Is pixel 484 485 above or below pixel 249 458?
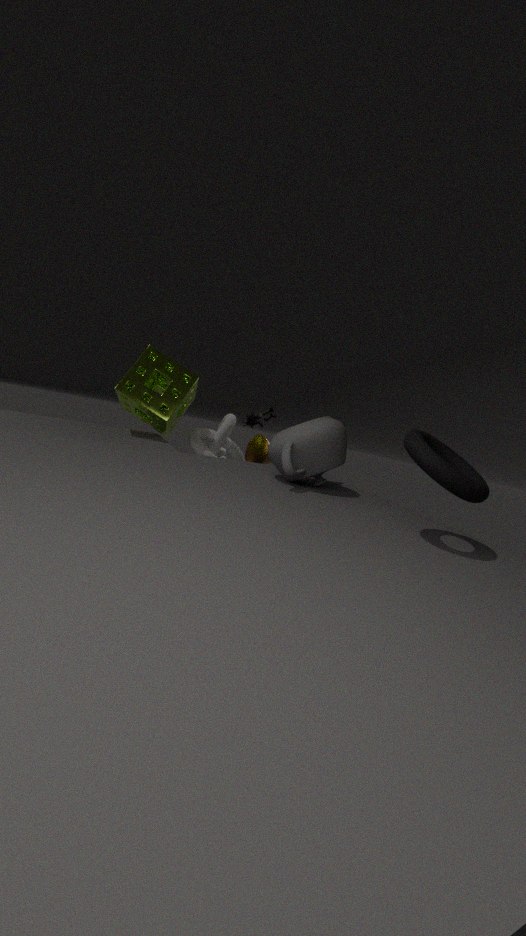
above
